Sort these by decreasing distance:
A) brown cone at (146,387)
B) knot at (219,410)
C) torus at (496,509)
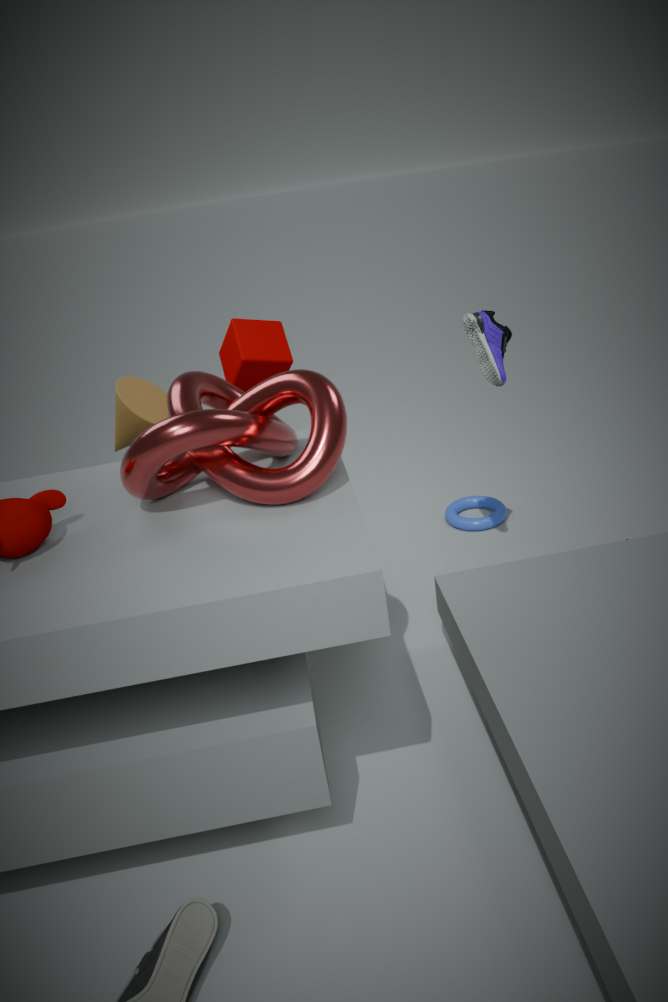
1. torus at (496,509)
2. brown cone at (146,387)
3. knot at (219,410)
